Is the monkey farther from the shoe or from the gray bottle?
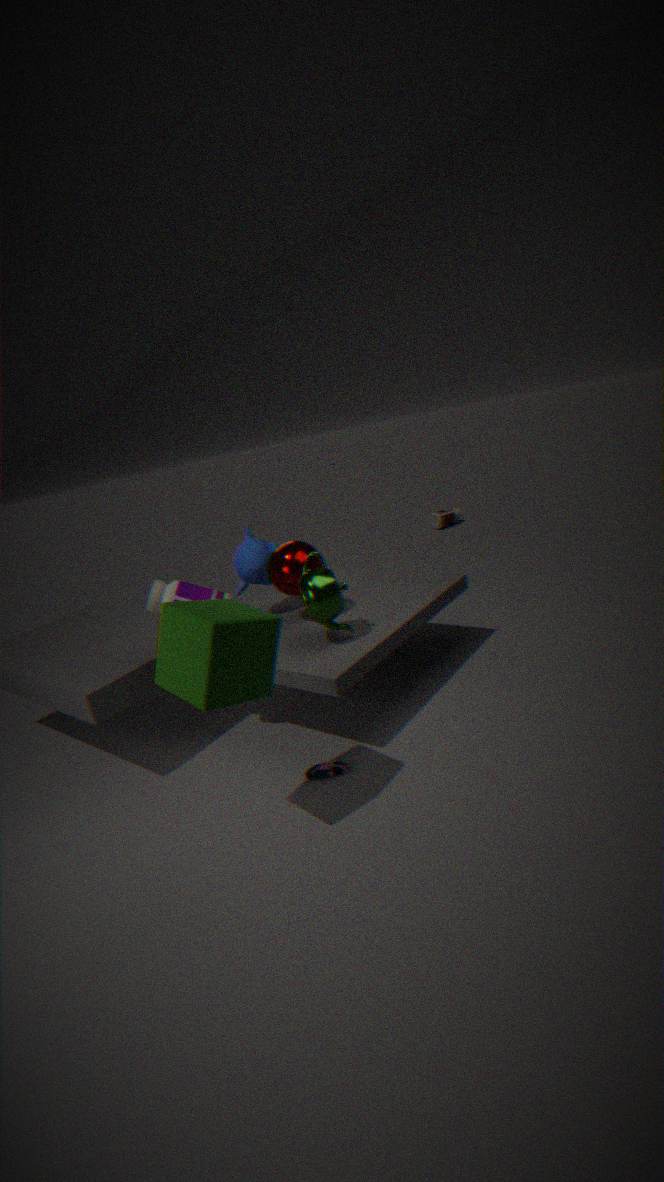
the shoe
